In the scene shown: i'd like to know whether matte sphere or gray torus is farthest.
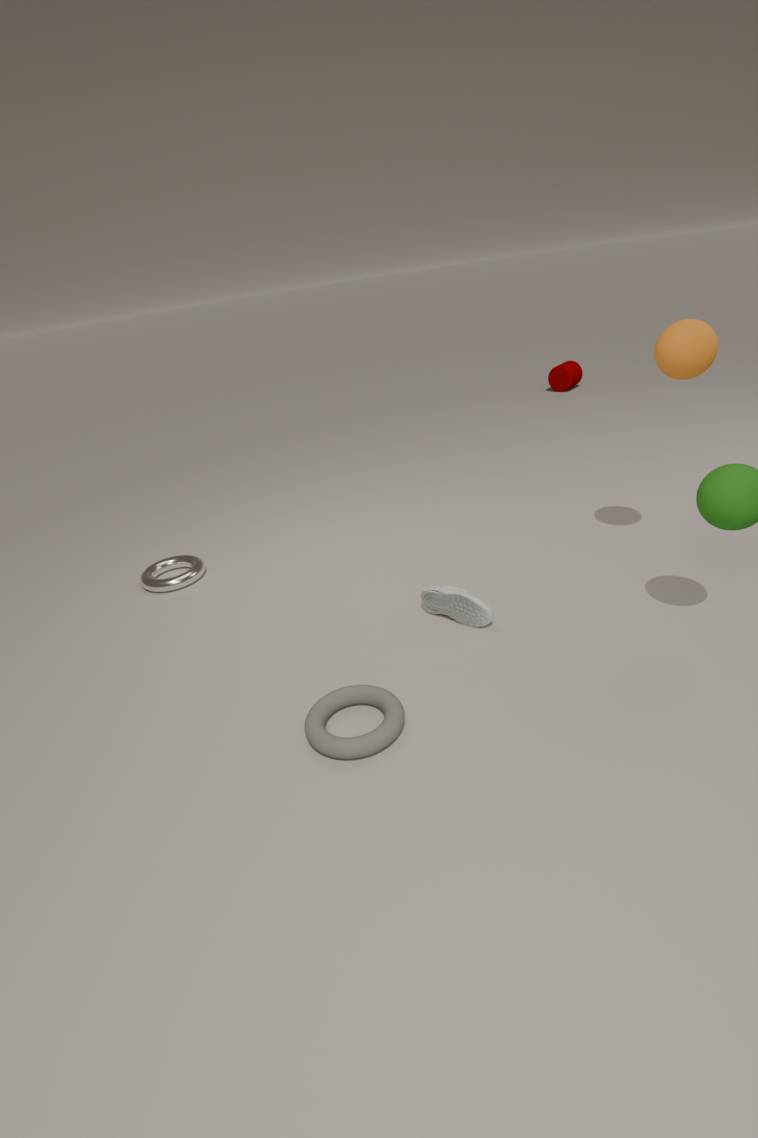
matte sphere
